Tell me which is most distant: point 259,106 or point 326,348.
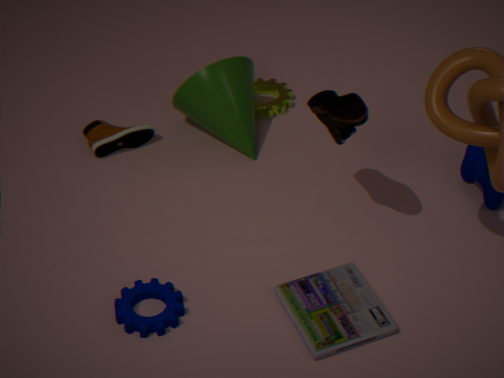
point 259,106
